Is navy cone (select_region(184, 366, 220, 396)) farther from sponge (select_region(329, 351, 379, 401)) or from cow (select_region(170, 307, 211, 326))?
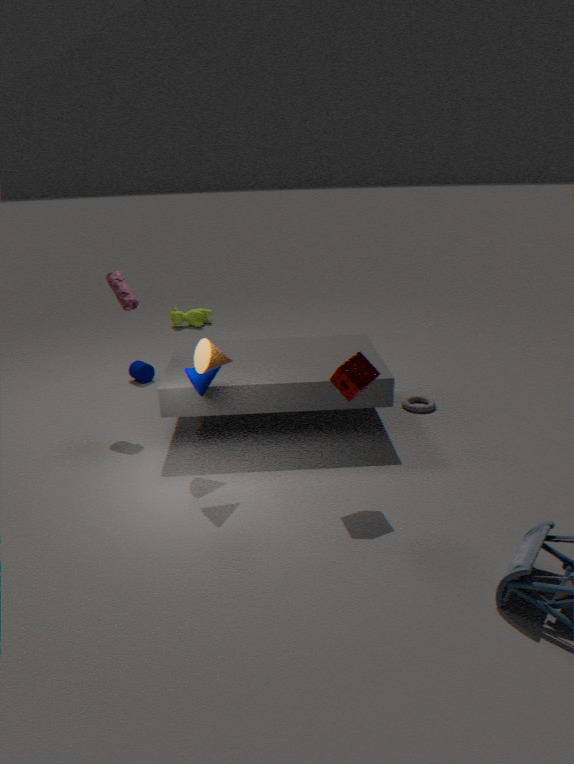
cow (select_region(170, 307, 211, 326))
